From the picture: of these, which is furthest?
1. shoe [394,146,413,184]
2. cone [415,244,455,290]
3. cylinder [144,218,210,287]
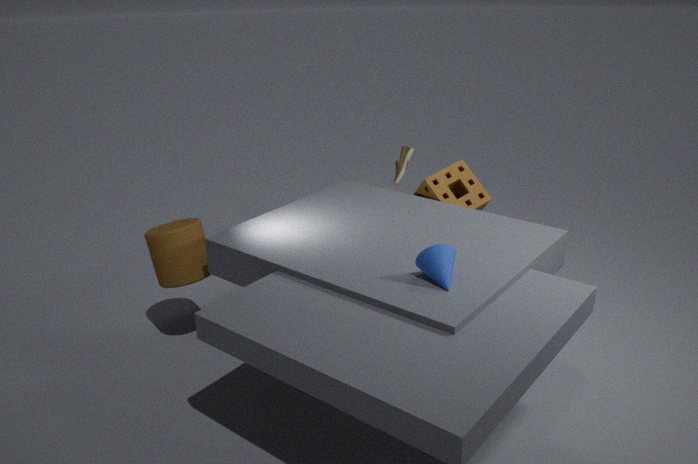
shoe [394,146,413,184]
